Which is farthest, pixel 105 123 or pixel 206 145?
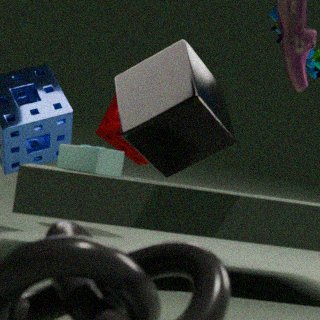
pixel 105 123
